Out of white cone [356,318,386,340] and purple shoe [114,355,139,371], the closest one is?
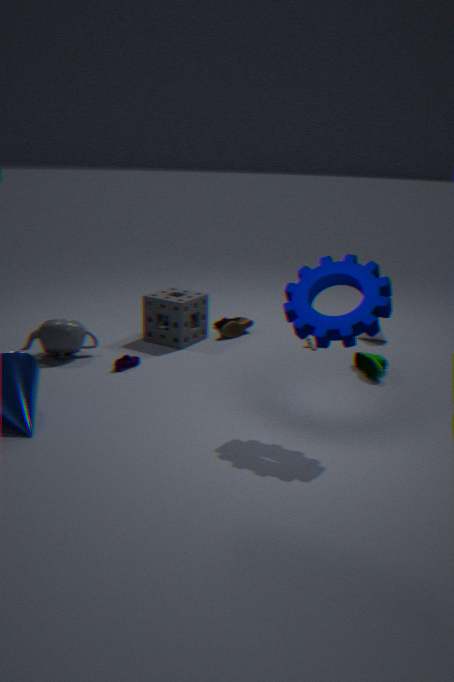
purple shoe [114,355,139,371]
